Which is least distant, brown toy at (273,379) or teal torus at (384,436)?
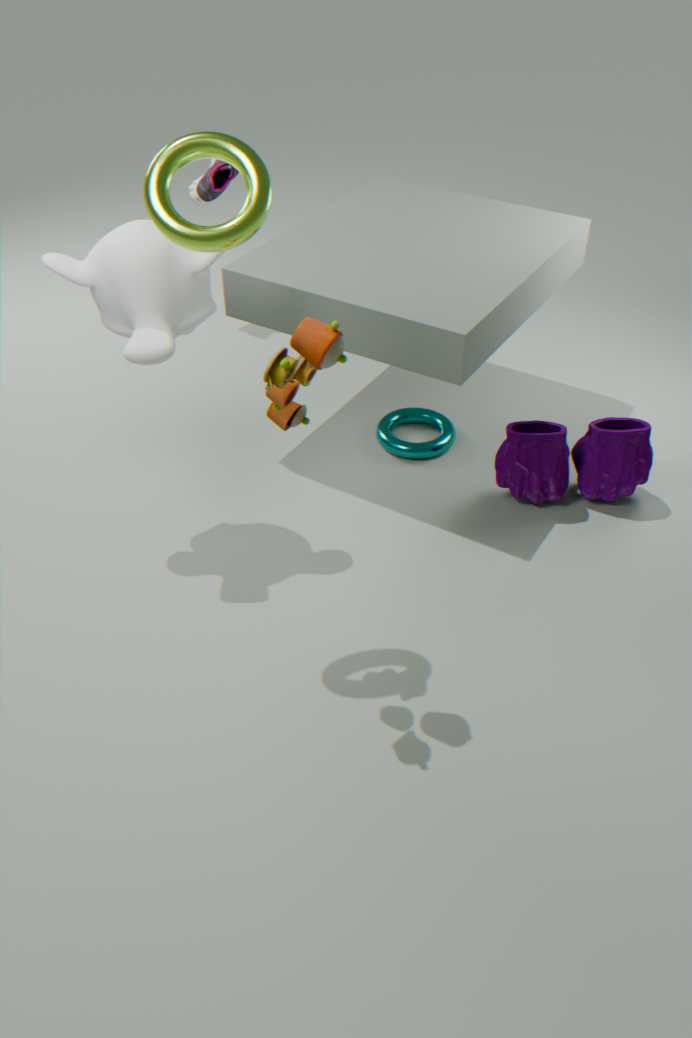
brown toy at (273,379)
